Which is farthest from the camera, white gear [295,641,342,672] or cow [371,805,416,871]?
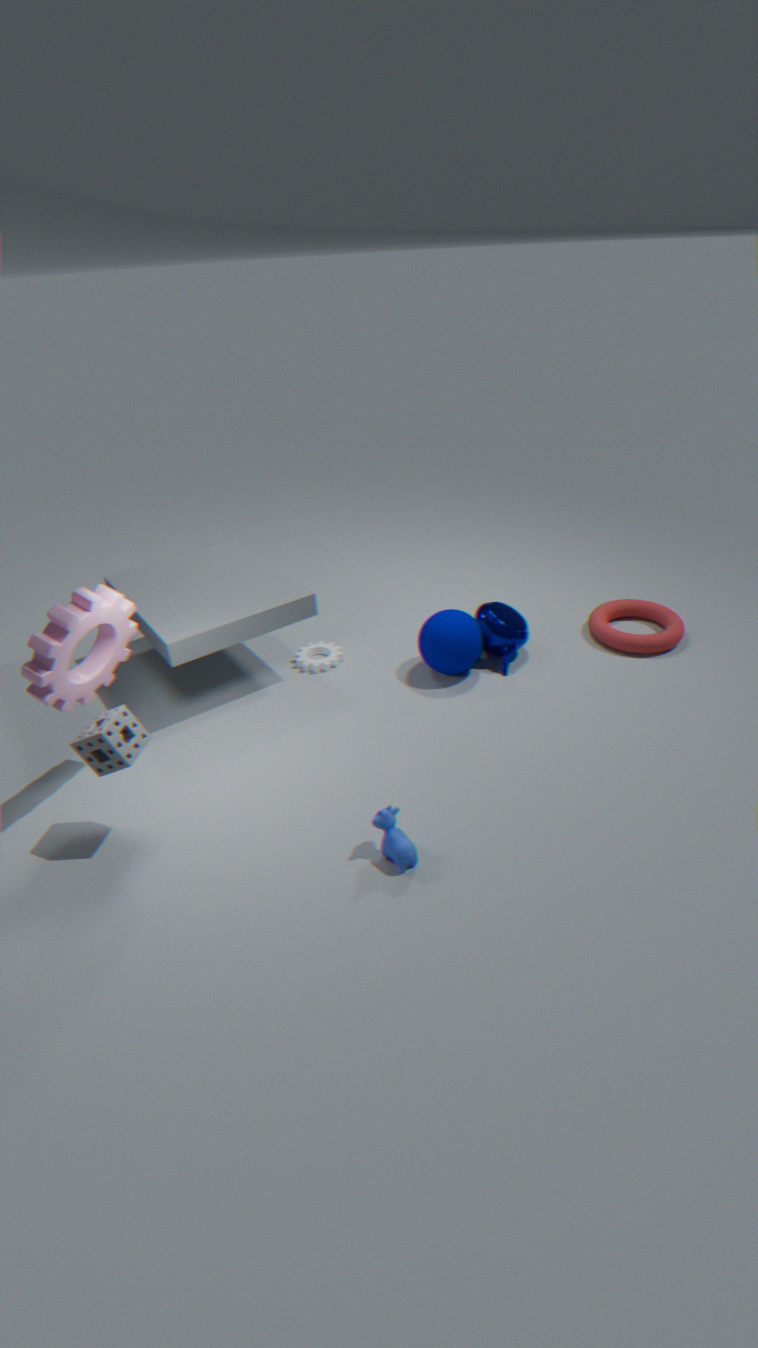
white gear [295,641,342,672]
